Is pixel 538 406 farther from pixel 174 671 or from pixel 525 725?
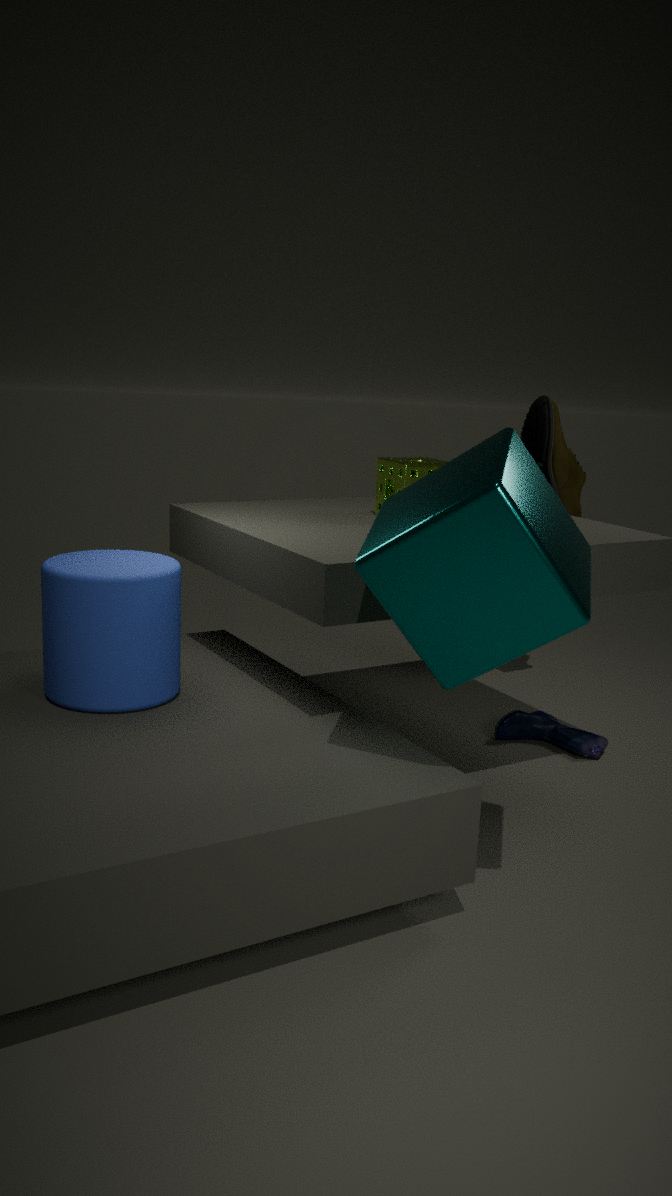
pixel 174 671
